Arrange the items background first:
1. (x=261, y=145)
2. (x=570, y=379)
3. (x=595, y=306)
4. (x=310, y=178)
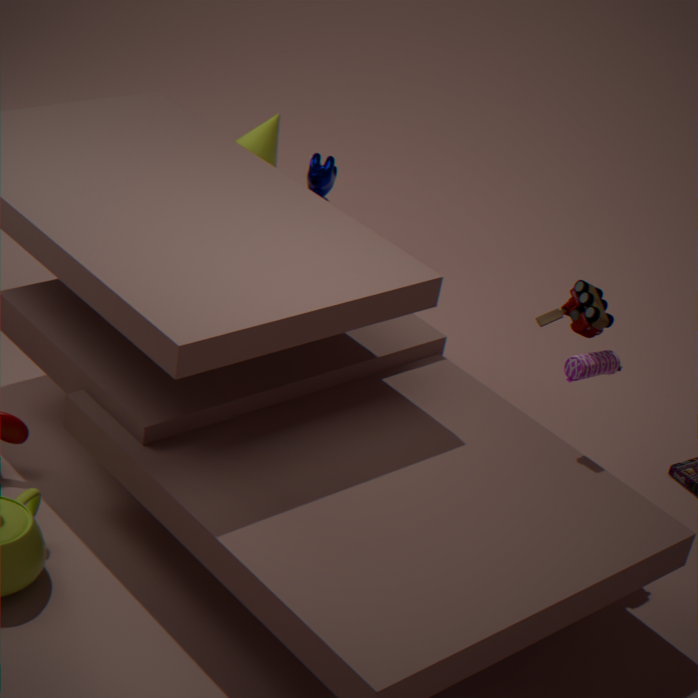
(x=261, y=145)
(x=310, y=178)
(x=595, y=306)
(x=570, y=379)
